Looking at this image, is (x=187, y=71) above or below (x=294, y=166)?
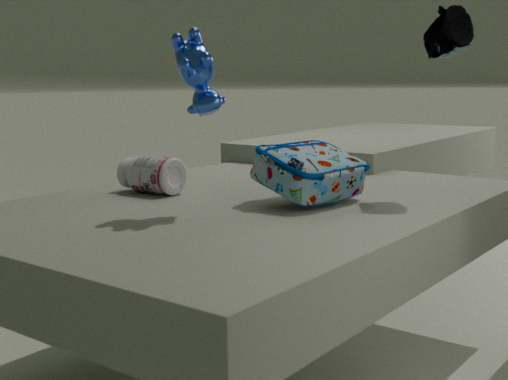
above
